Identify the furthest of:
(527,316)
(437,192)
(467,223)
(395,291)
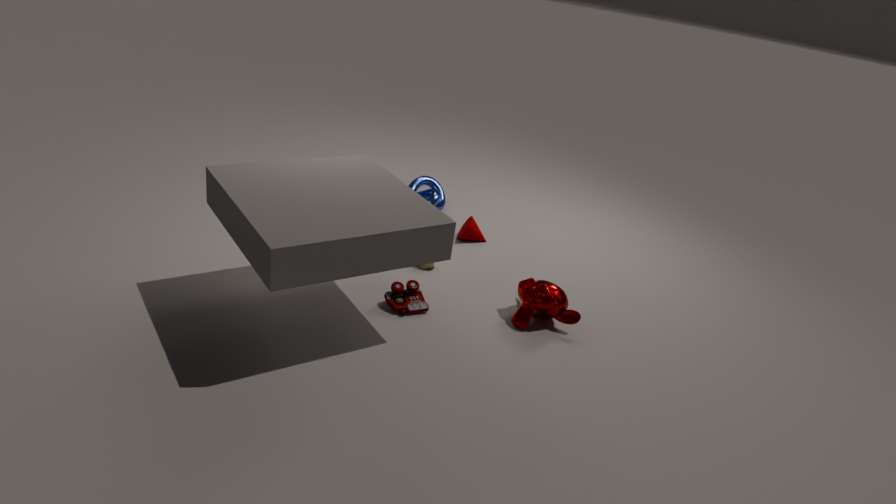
(437,192)
